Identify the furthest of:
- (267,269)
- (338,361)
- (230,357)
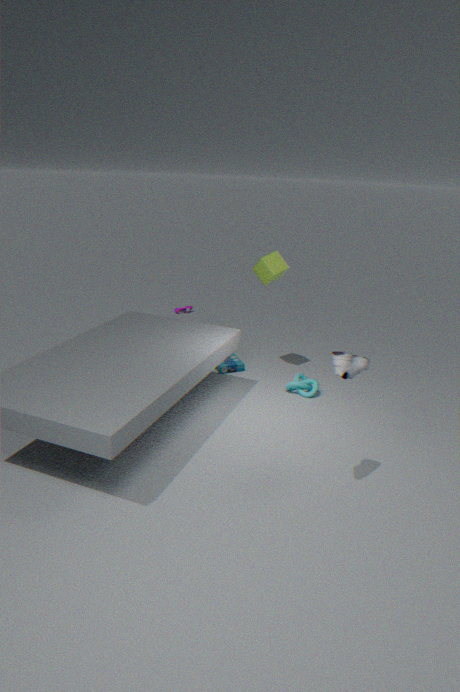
(230,357)
